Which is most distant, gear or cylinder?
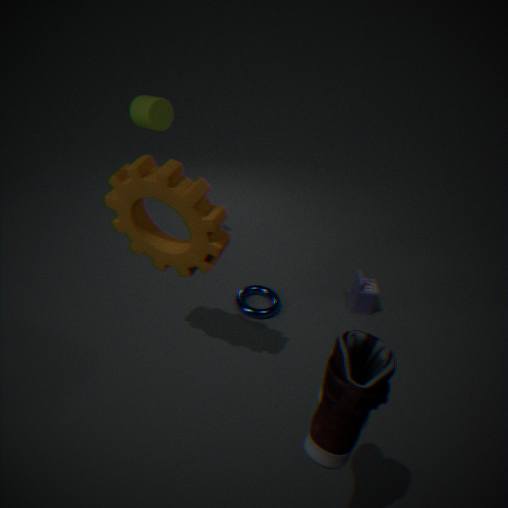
cylinder
